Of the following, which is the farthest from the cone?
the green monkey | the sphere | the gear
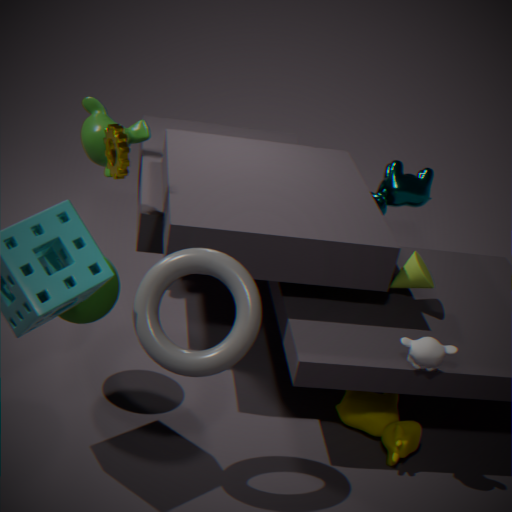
Result: the green monkey
